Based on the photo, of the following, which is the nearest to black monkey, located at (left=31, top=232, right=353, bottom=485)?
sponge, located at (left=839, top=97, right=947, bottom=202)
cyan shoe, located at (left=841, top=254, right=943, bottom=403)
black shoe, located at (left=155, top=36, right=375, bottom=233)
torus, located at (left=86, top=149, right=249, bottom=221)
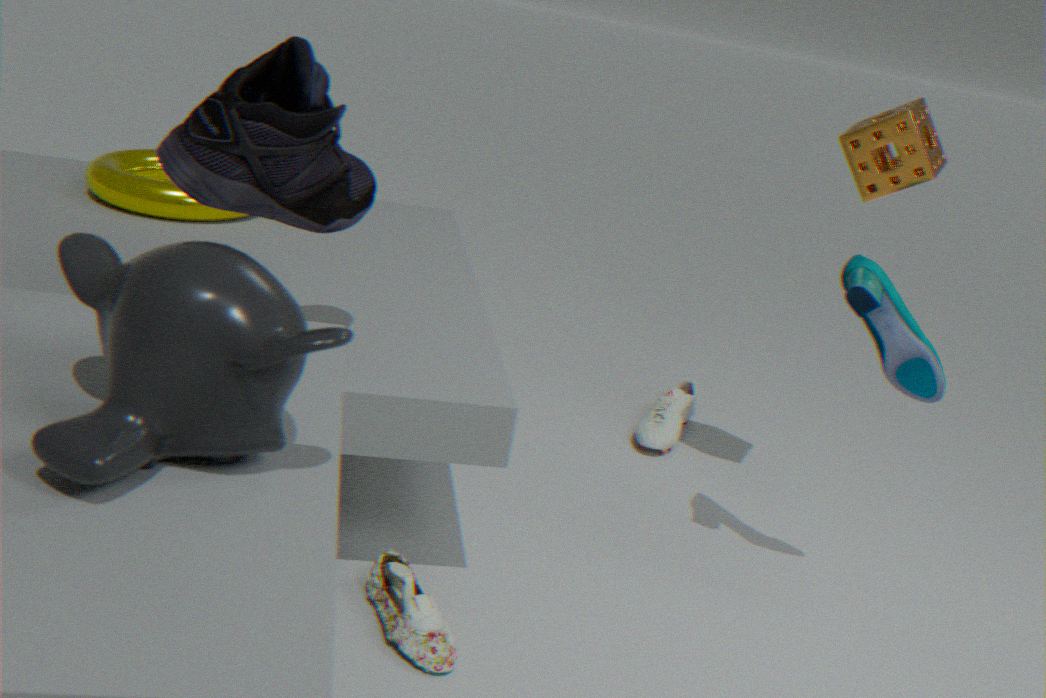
black shoe, located at (left=155, top=36, right=375, bottom=233)
